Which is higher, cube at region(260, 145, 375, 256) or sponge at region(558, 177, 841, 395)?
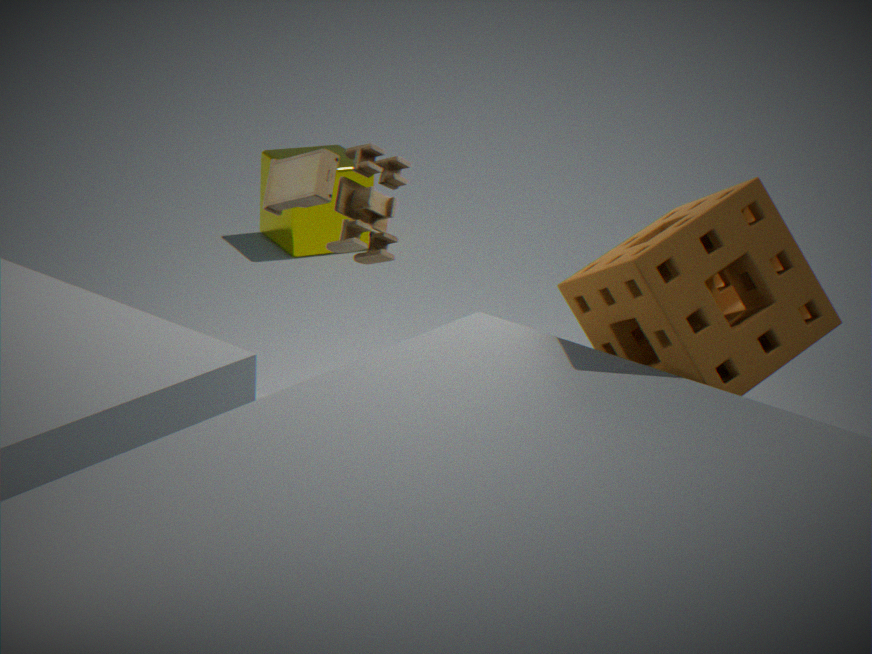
sponge at region(558, 177, 841, 395)
